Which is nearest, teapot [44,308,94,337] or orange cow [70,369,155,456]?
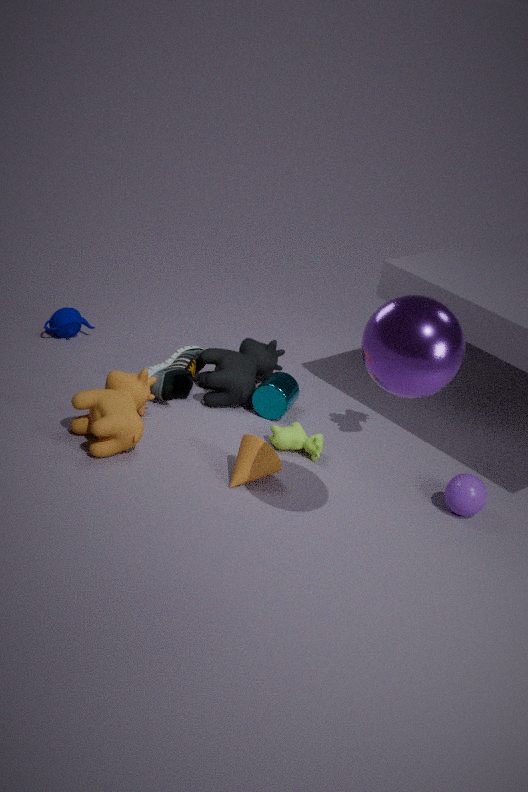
orange cow [70,369,155,456]
